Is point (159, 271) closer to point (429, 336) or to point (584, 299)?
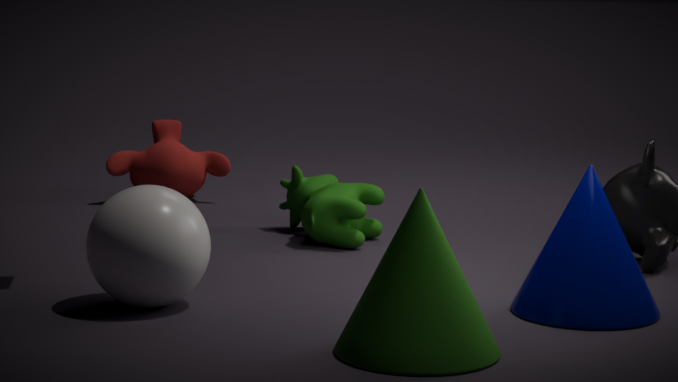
point (429, 336)
